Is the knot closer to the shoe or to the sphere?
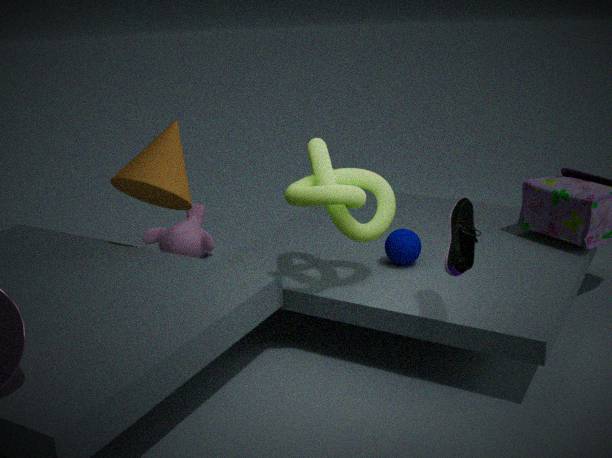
the sphere
